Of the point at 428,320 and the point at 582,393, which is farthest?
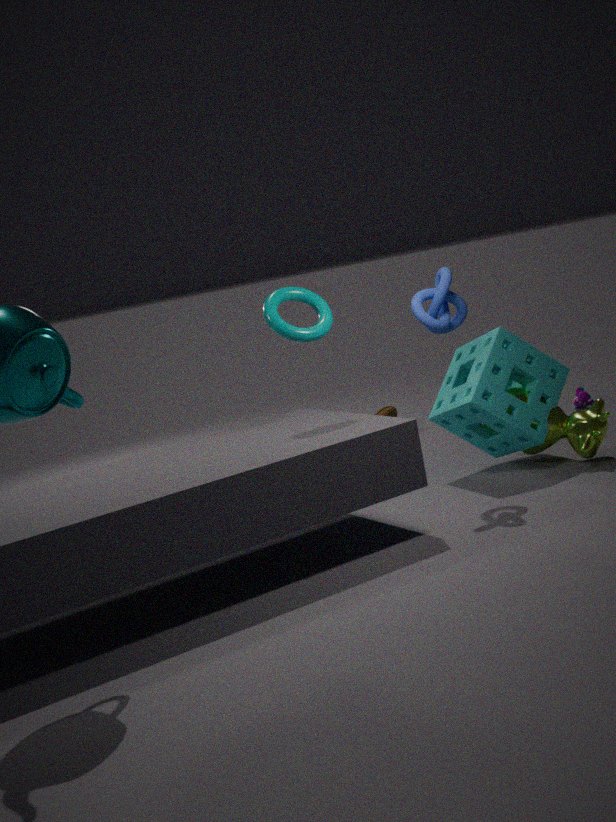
the point at 582,393
